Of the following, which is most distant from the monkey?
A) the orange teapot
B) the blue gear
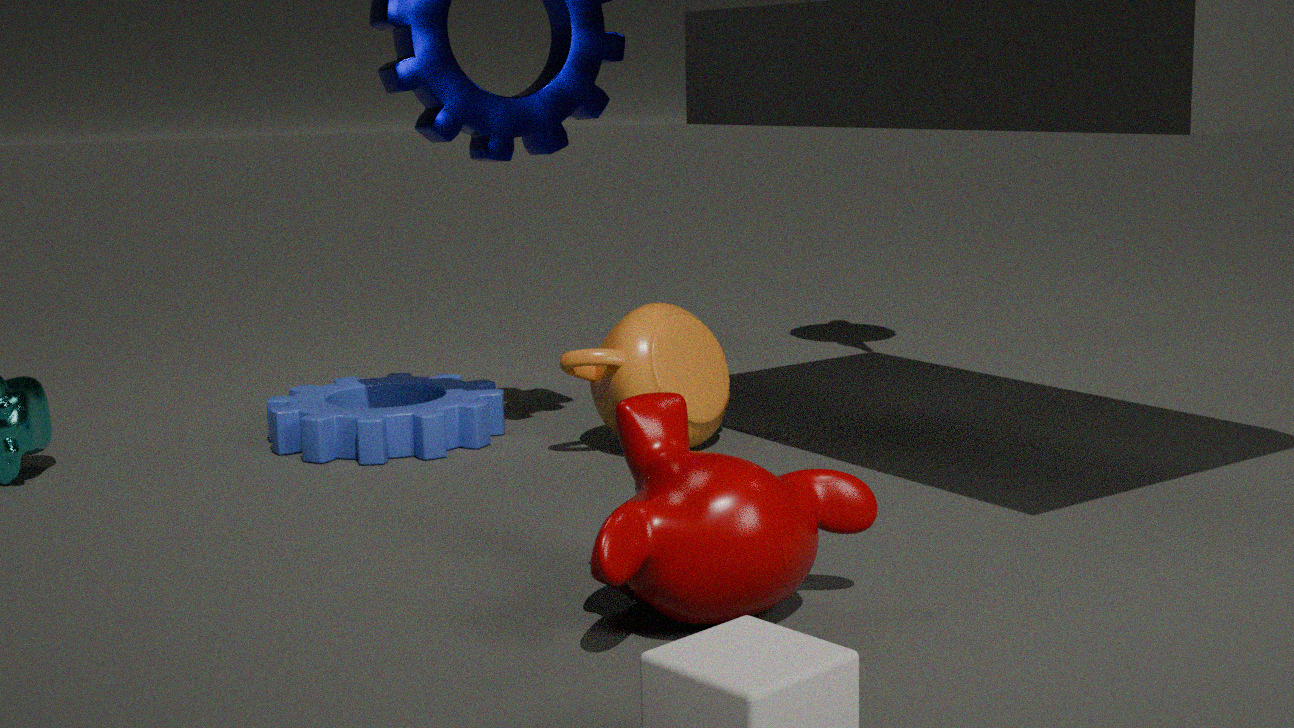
the blue gear
